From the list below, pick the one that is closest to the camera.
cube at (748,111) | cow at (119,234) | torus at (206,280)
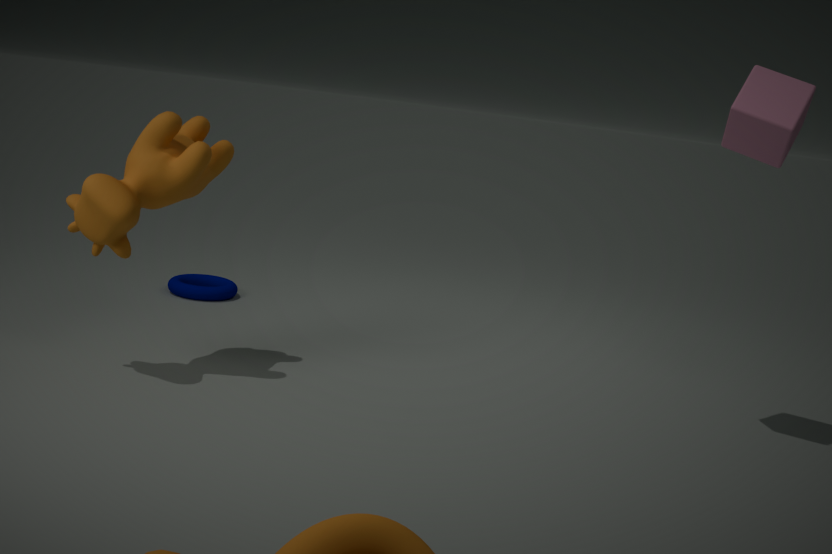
cow at (119,234)
